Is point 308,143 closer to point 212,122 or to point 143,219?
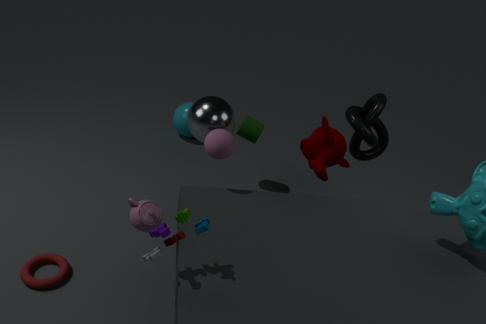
point 212,122
